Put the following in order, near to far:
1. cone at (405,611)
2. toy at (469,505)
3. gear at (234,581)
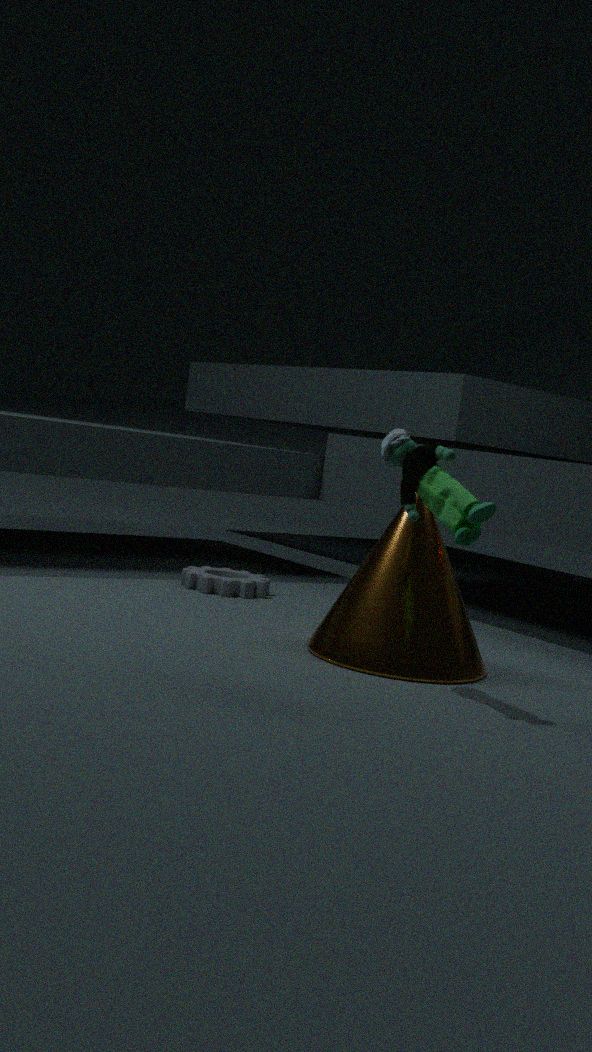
1. toy at (469,505)
2. cone at (405,611)
3. gear at (234,581)
